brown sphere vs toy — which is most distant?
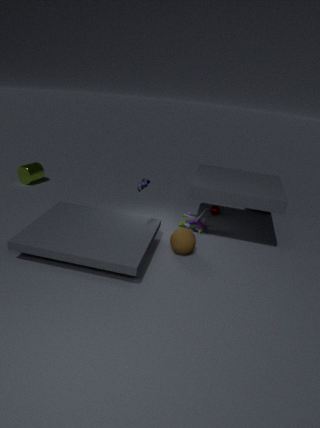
toy
